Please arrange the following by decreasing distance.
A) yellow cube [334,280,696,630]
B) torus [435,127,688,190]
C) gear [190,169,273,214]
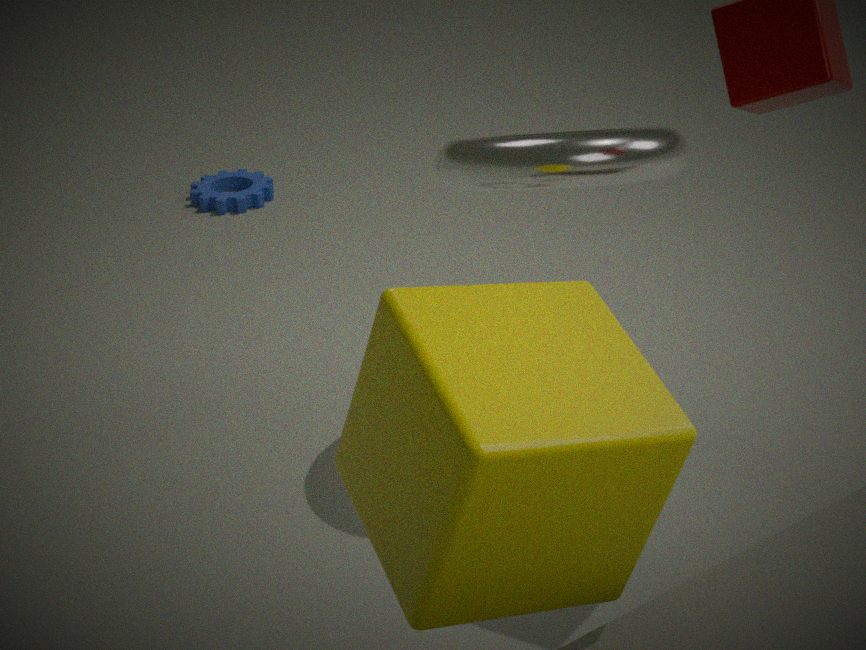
1. gear [190,169,273,214]
2. torus [435,127,688,190]
3. yellow cube [334,280,696,630]
